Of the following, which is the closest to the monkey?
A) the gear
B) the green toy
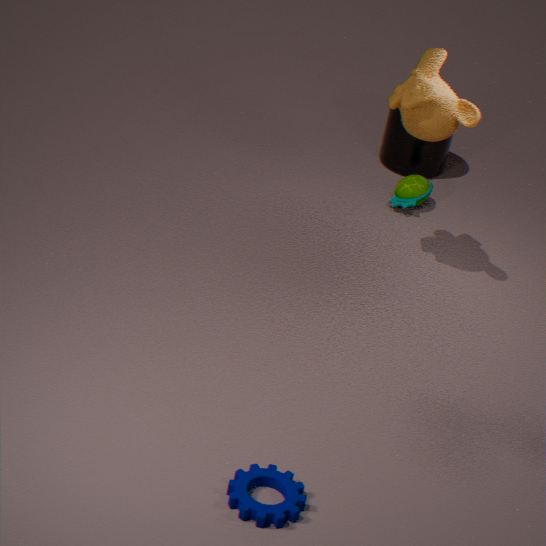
the green toy
